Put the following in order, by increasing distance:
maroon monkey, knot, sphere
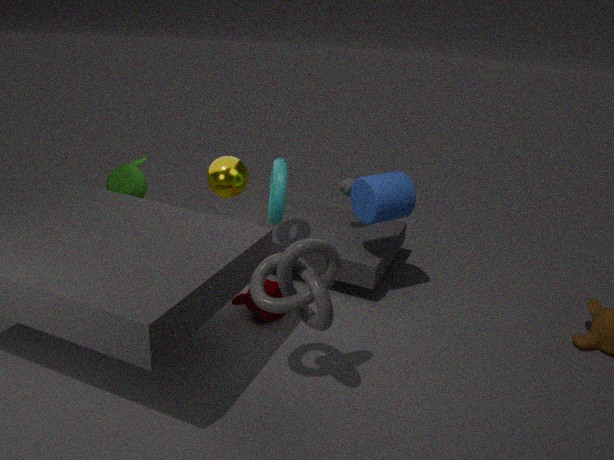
knot, maroon monkey, sphere
